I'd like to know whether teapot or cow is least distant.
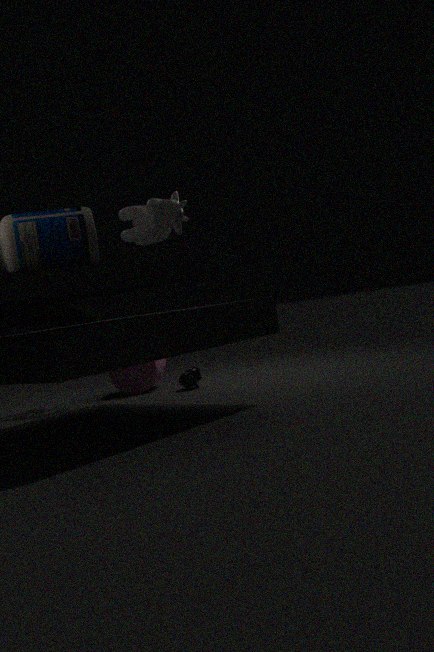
cow
